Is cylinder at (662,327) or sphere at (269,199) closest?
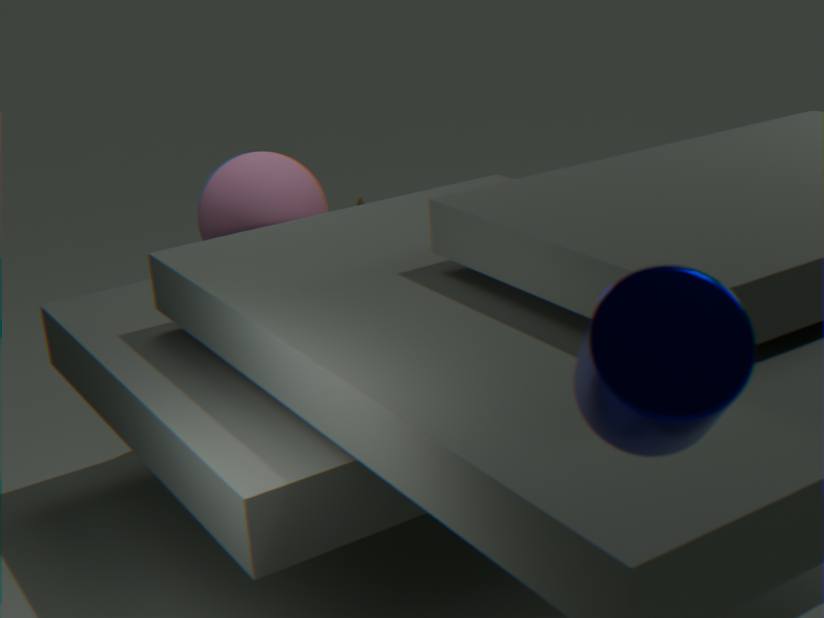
A: cylinder at (662,327)
